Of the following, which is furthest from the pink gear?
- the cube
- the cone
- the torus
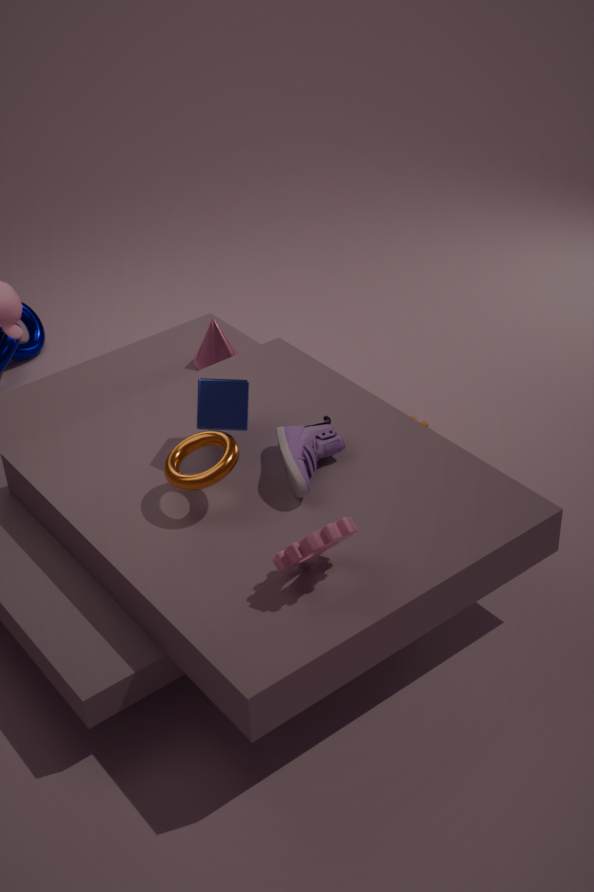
the cone
